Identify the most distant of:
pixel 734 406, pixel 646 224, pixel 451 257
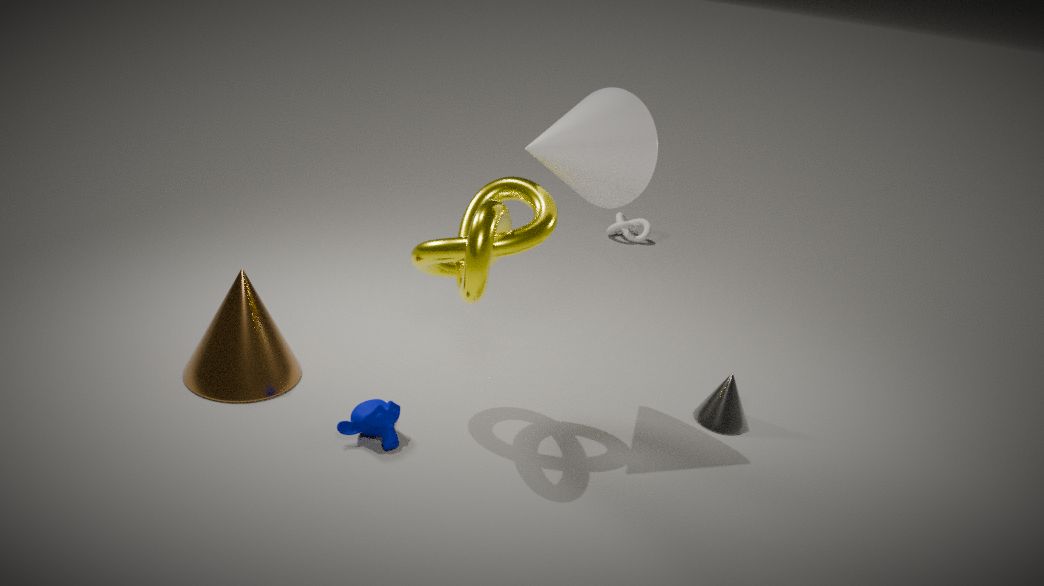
pixel 646 224
